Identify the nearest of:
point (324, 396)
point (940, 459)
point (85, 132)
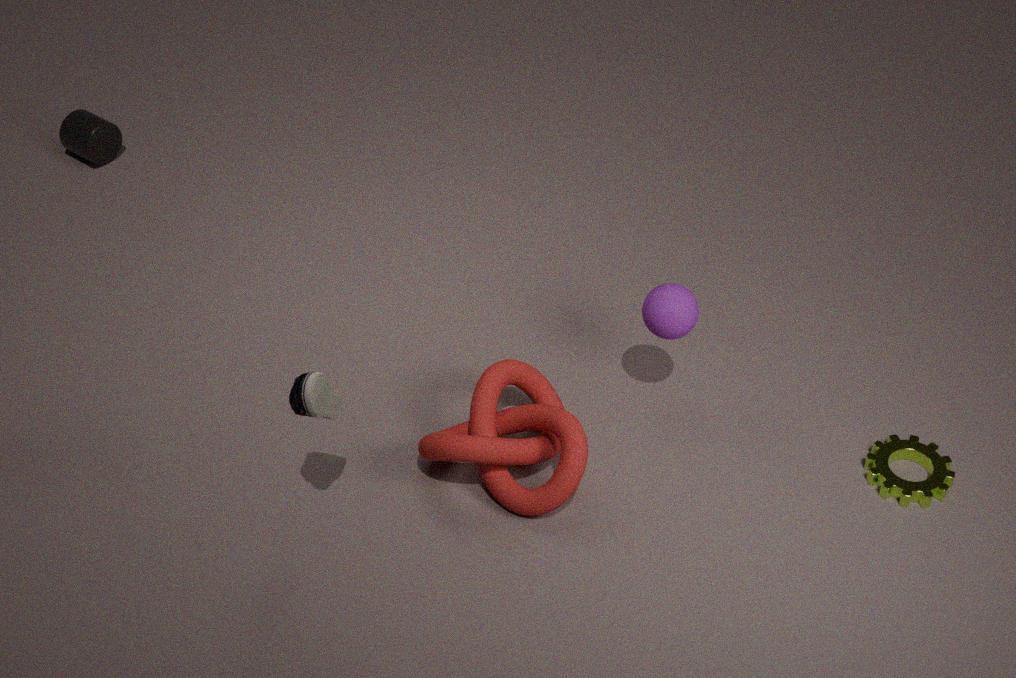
point (324, 396)
